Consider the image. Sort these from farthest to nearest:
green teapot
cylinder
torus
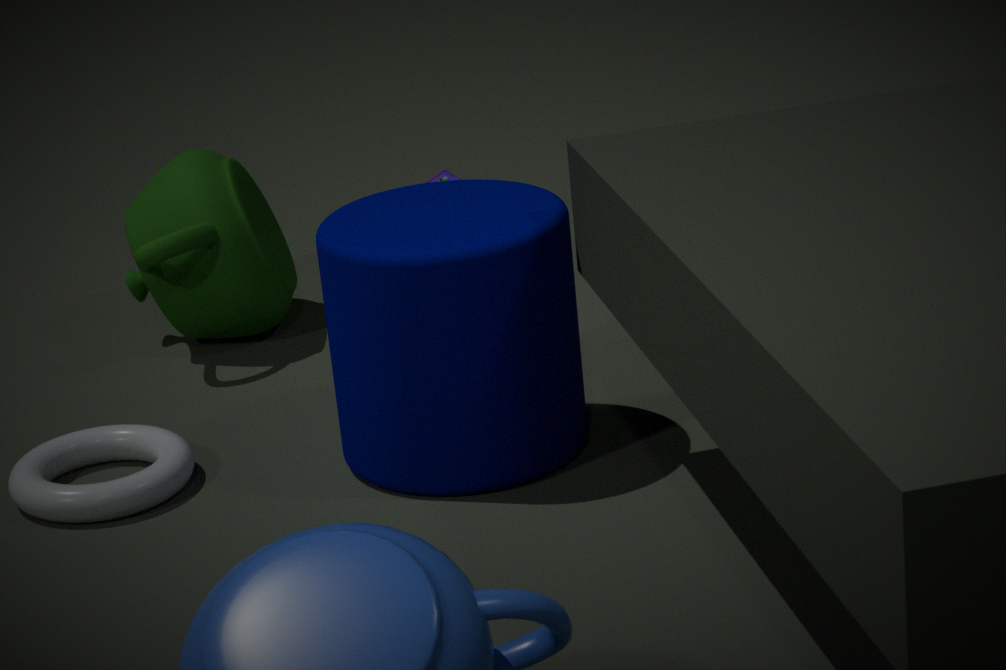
1. green teapot
2. torus
3. cylinder
